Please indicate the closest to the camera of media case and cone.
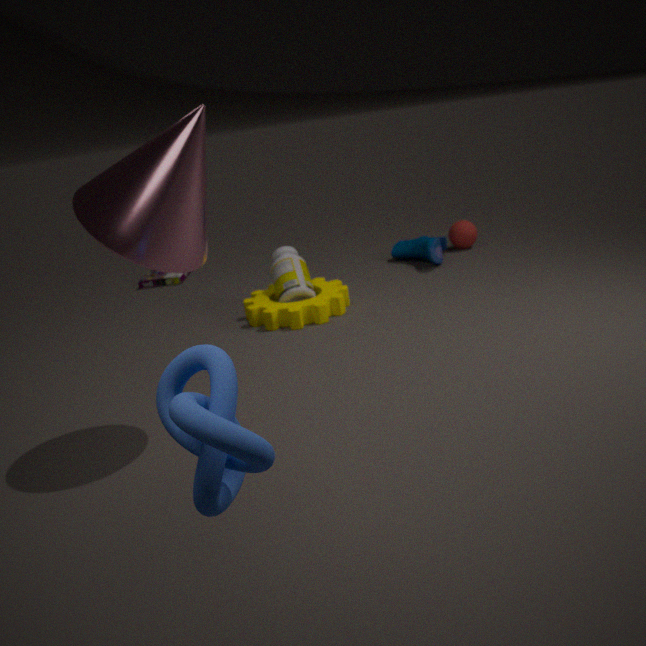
Result: cone
